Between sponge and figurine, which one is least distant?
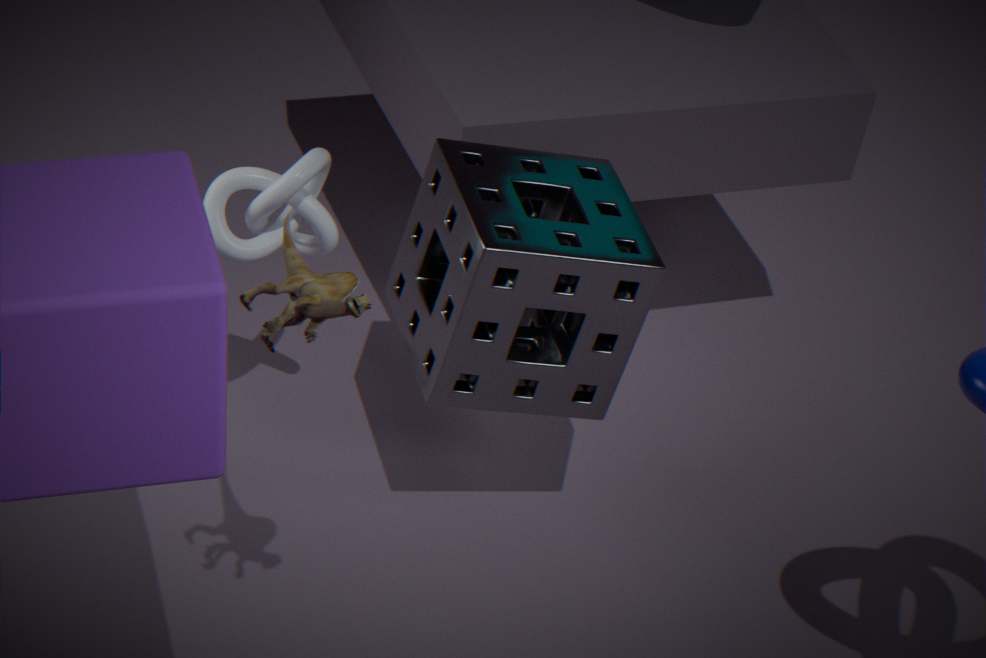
figurine
